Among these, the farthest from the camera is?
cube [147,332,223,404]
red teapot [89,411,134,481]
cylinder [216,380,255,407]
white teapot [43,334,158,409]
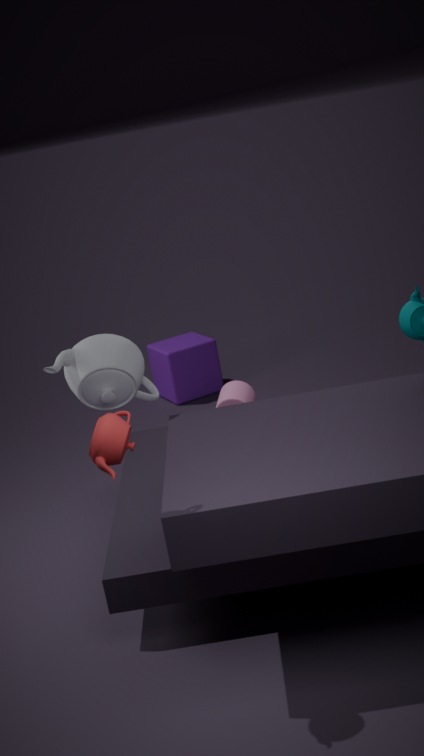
cube [147,332,223,404]
